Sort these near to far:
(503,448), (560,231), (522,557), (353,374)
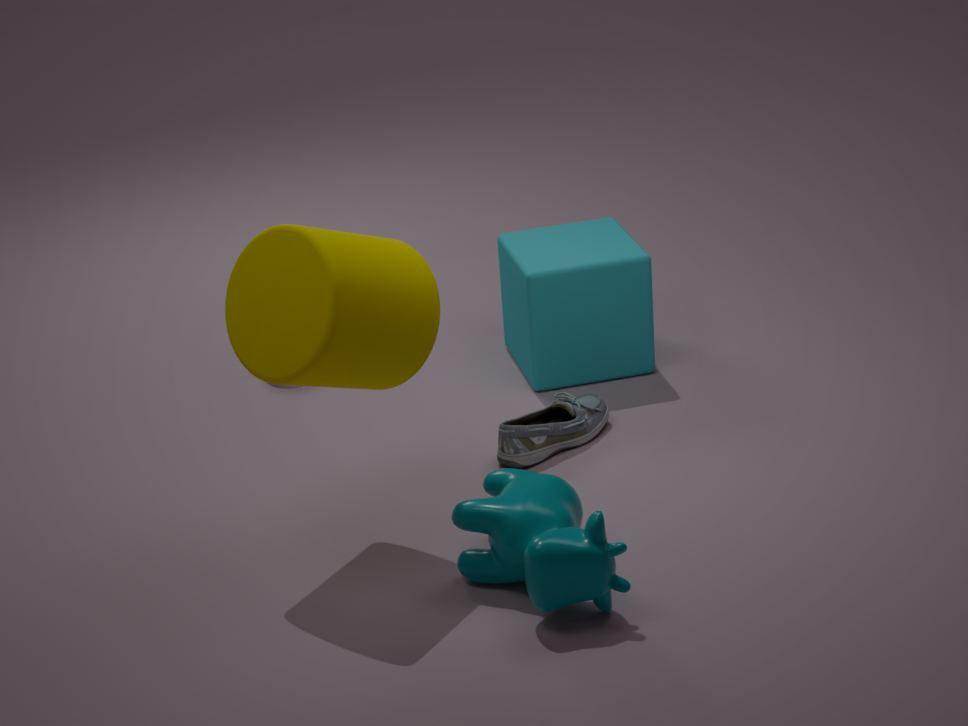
(522,557) → (353,374) → (503,448) → (560,231)
